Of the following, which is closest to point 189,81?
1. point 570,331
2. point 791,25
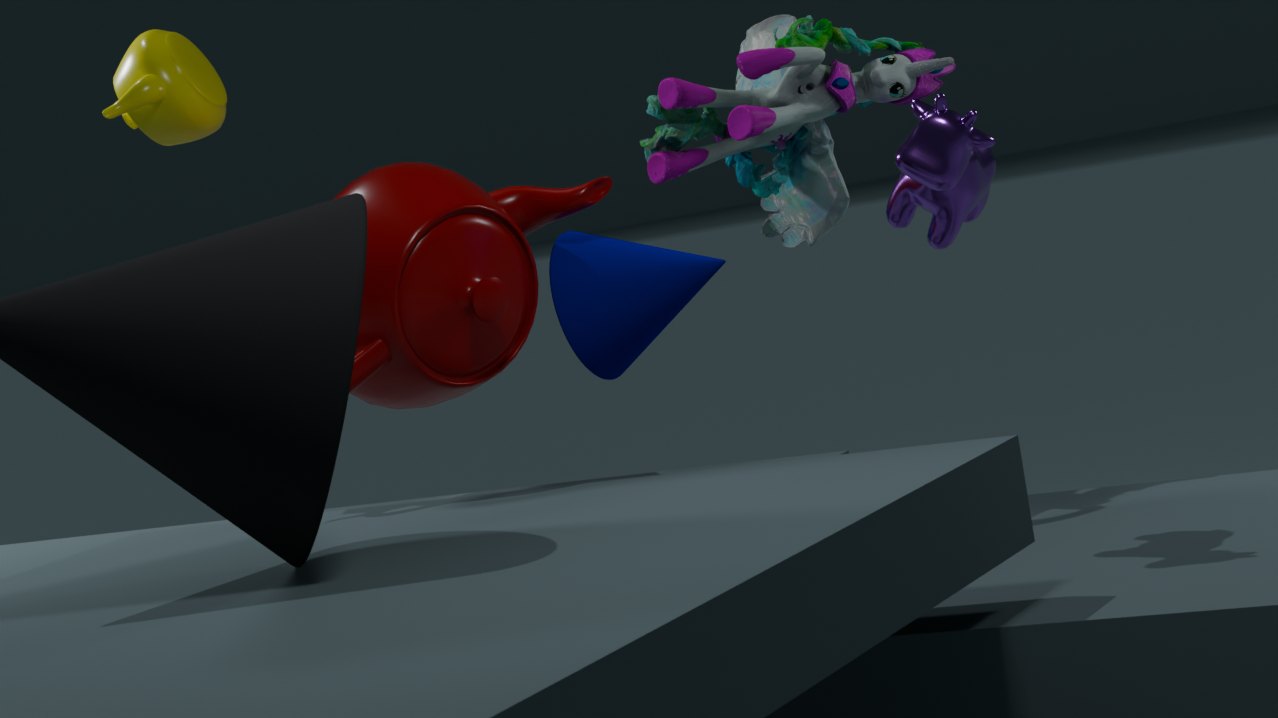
point 570,331
